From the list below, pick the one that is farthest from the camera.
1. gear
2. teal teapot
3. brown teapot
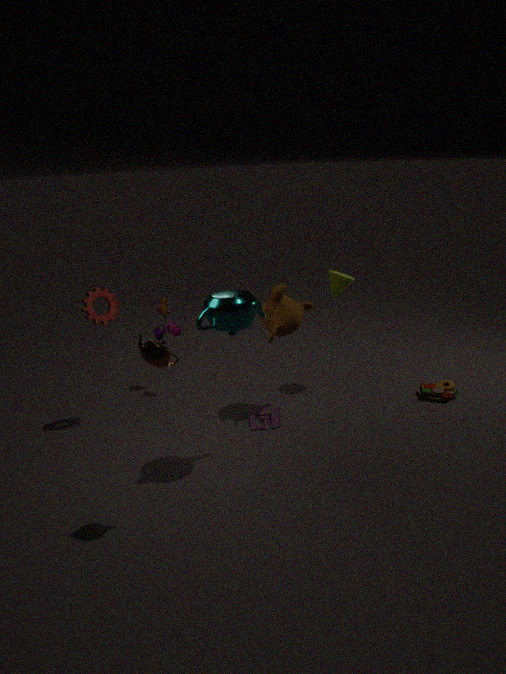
gear
